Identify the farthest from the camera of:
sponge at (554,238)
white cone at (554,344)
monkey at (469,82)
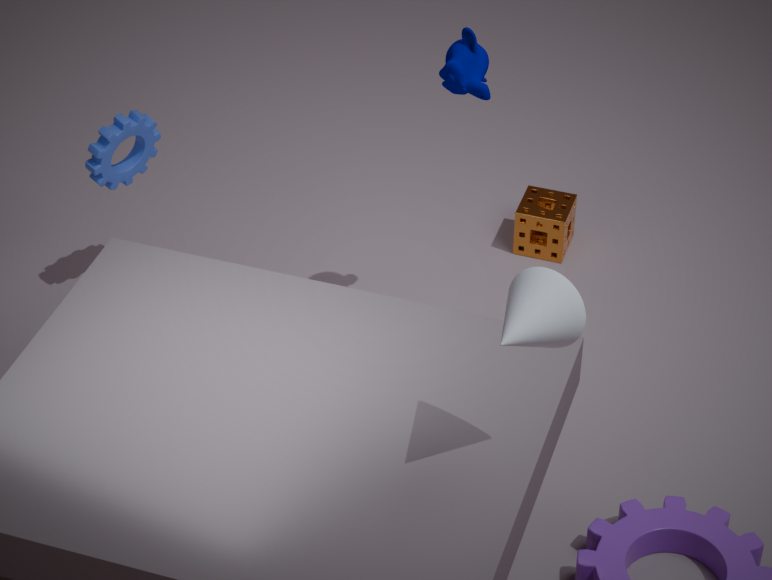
sponge at (554,238)
